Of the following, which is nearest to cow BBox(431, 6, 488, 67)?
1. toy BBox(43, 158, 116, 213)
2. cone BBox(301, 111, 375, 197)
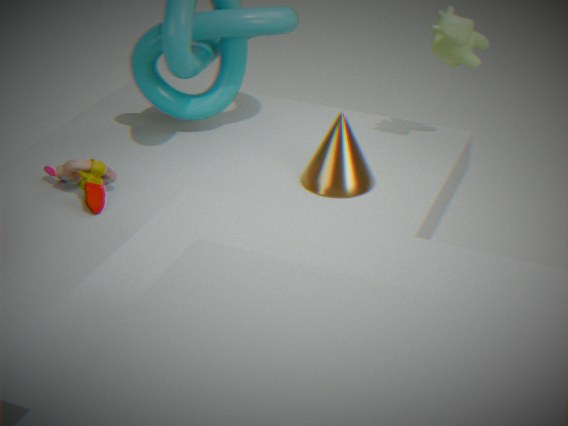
cone BBox(301, 111, 375, 197)
